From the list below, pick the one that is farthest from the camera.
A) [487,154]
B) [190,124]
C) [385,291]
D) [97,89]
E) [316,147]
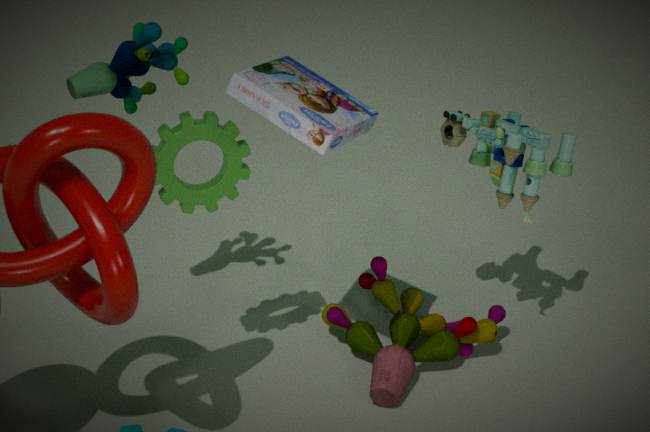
[385,291]
